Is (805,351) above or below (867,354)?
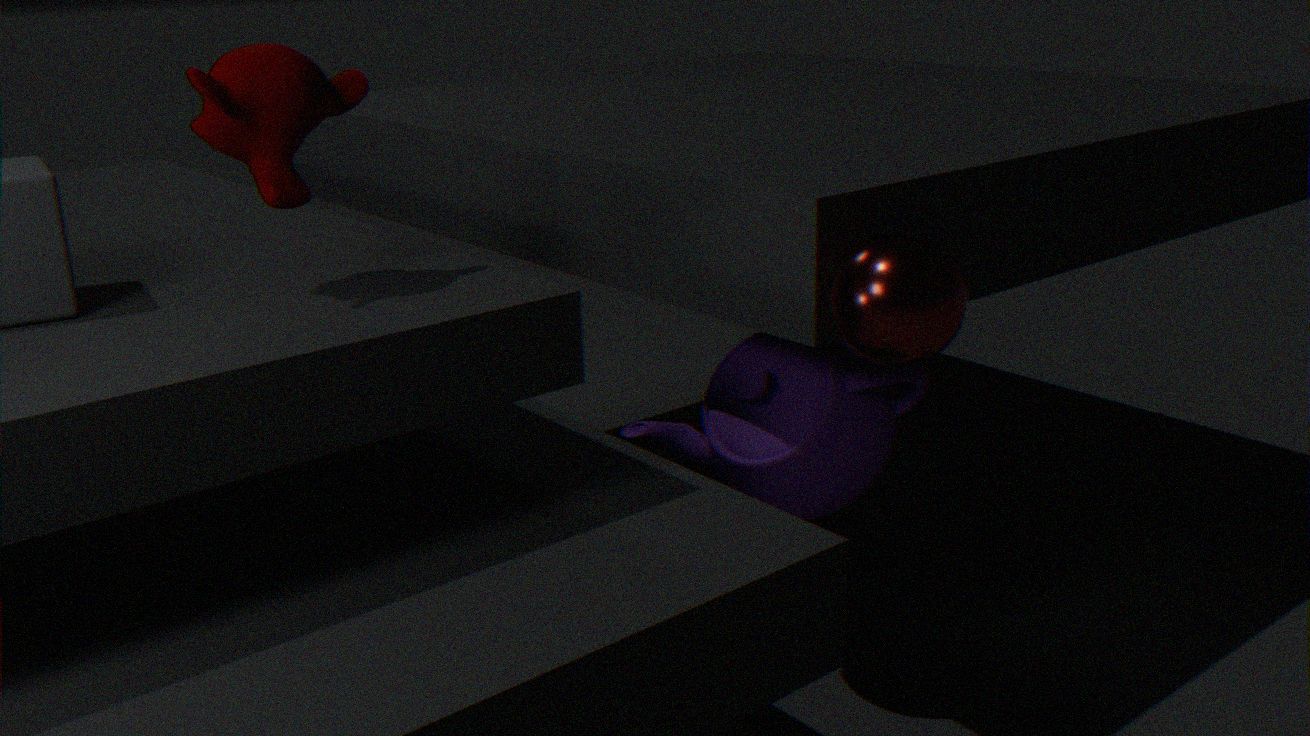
below
